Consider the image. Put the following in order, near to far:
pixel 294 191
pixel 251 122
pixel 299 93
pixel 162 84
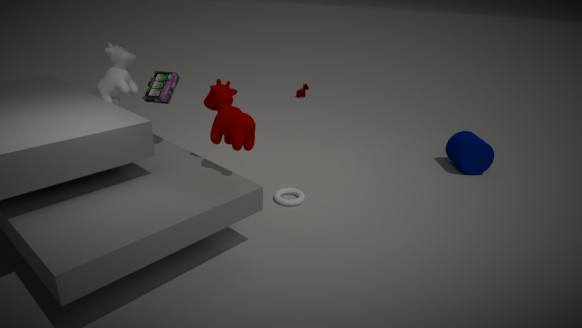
1. pixel 251 122
2. pixel 162 84
3. pixel 294 191
4. pixel 299 93
